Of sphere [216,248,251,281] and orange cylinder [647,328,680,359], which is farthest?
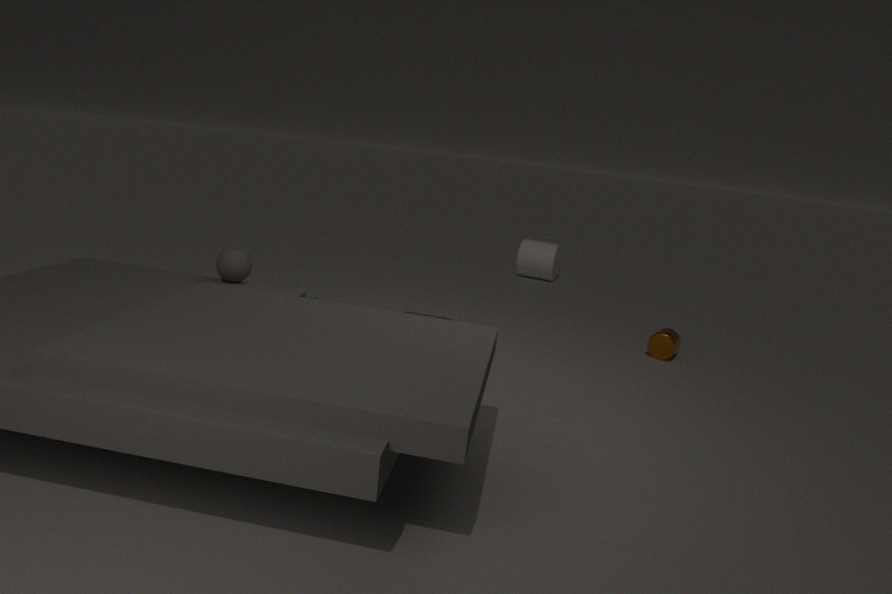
orange cylinder [647,328,680,359]
